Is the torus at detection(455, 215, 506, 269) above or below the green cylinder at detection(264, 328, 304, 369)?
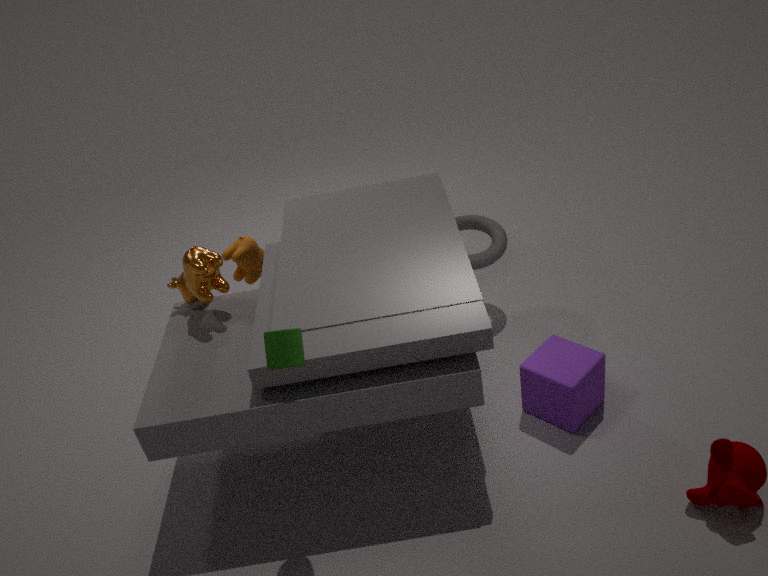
below
